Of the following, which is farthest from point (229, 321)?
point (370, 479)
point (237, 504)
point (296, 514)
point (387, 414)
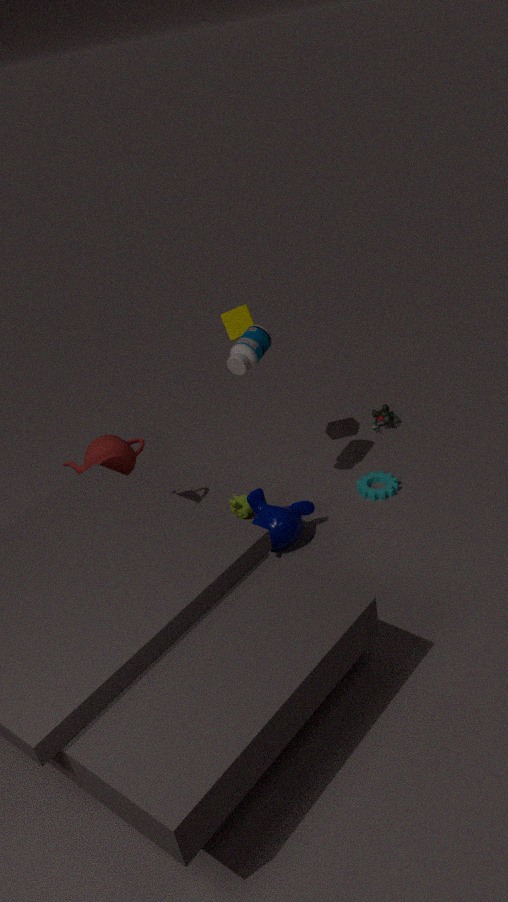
point (387, 414)
